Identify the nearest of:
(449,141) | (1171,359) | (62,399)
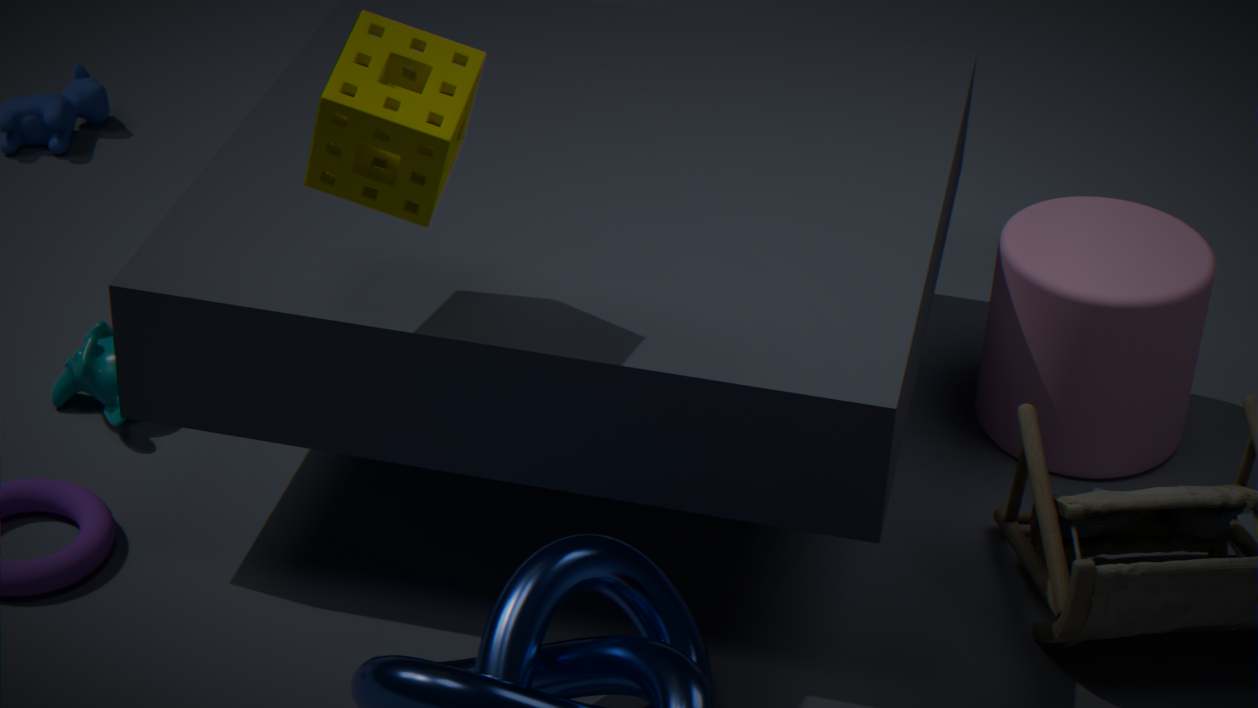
(449,141)
